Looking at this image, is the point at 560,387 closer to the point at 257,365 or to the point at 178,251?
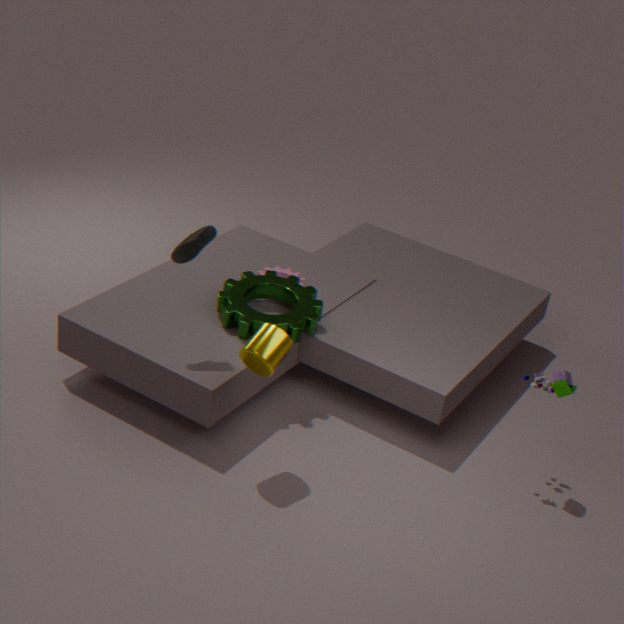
the point at 257,365
